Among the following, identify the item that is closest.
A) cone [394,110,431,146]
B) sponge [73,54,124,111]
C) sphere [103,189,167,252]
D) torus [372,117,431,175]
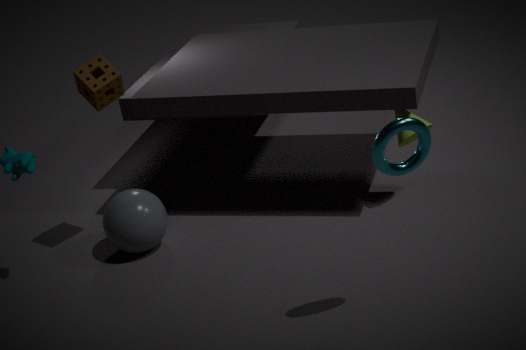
D. torus [372,117,431,175]
